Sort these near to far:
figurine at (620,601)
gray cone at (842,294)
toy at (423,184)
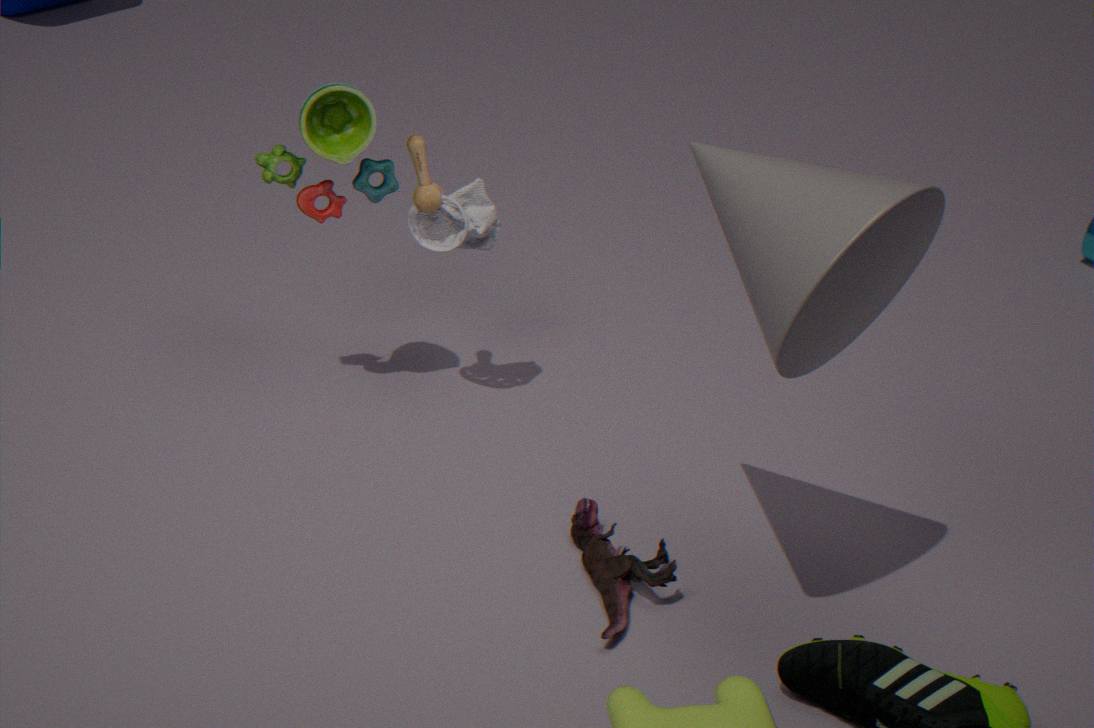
1. gray cone at (842,294)
2. figurine at (620,601)
3. toy at (423,184)
